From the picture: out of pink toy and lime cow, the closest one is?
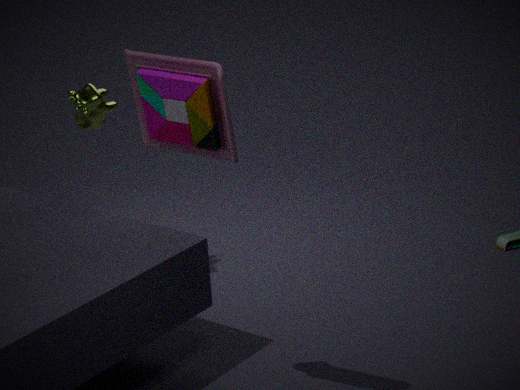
pink toy
